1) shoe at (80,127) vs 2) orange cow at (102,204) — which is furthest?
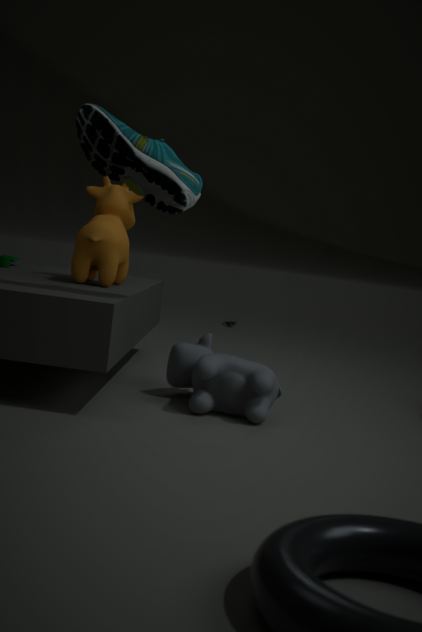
2. orange cow at (102,204)
